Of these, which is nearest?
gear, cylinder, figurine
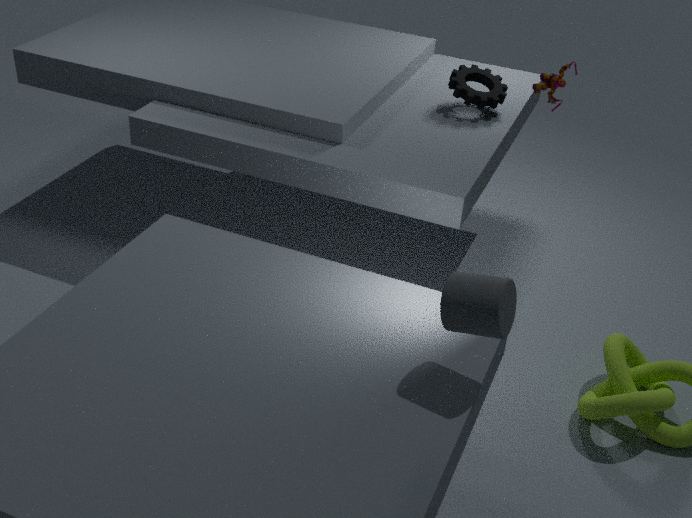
cylinder
